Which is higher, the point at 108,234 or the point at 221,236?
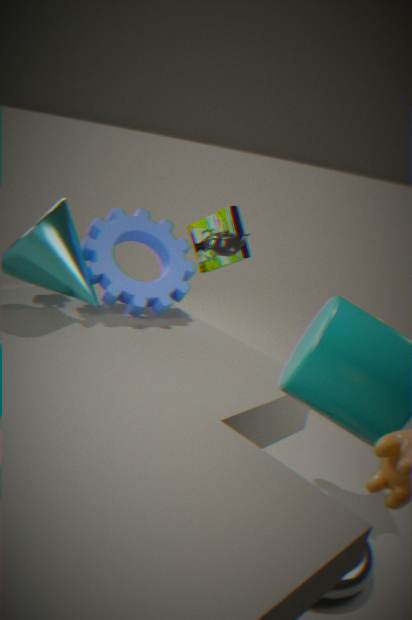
the point at 221,236
